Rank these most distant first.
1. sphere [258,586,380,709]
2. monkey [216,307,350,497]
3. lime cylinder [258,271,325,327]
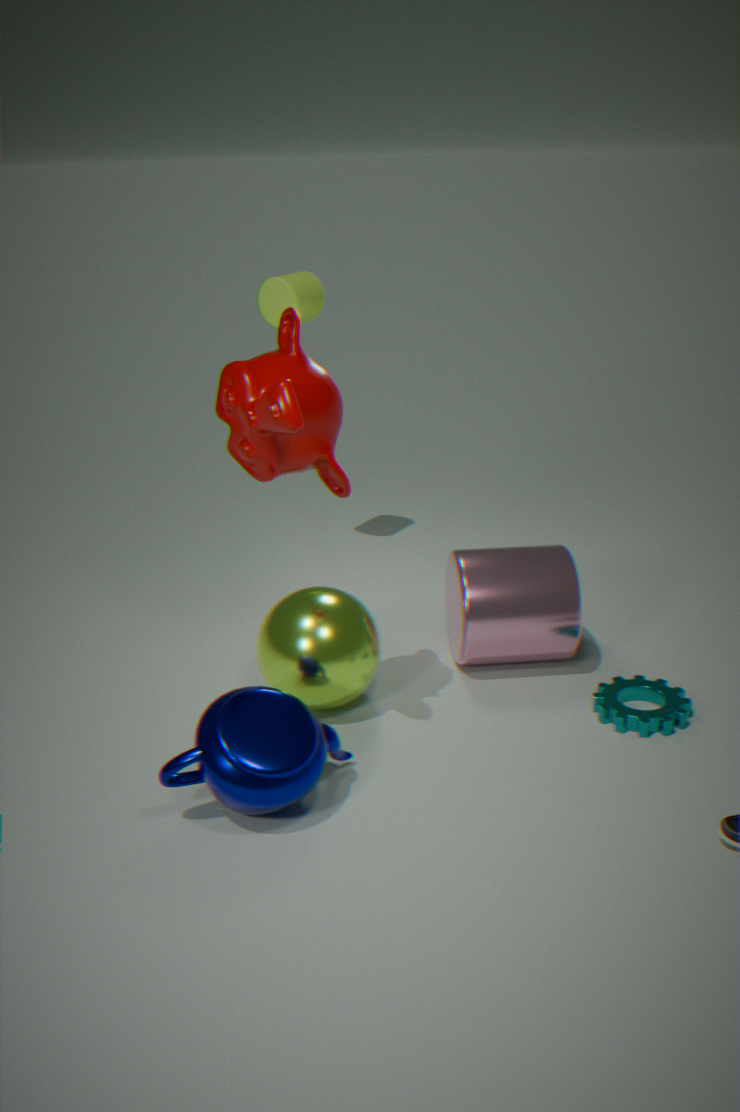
lime cylinder [258,271,325,327] → sphere [258,586,380,709] → monkey [216,307,350,497]
